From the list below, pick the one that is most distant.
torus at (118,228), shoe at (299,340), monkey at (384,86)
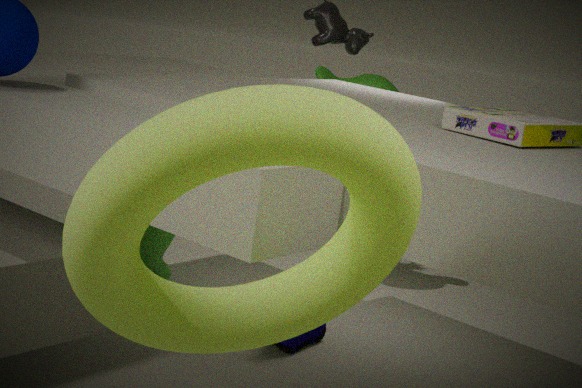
monkey at (384,86)
